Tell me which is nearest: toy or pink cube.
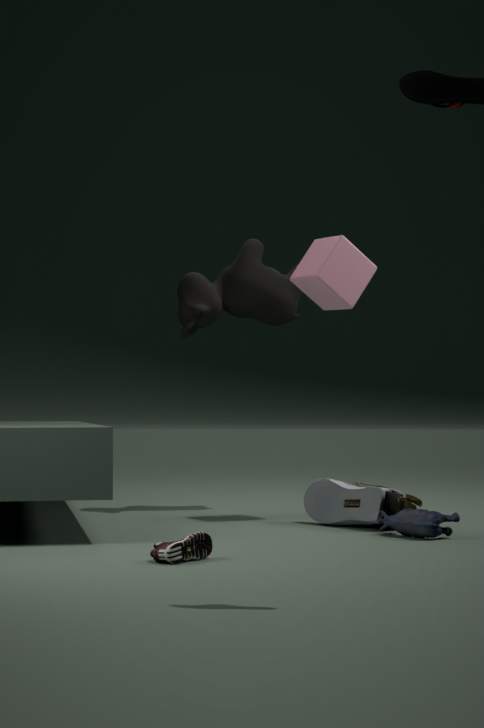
toy
